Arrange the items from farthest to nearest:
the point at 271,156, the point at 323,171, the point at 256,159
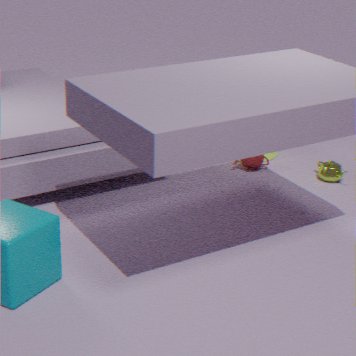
1. the point at 271,156
2. the point at 256,159
3. the point at 323,171
